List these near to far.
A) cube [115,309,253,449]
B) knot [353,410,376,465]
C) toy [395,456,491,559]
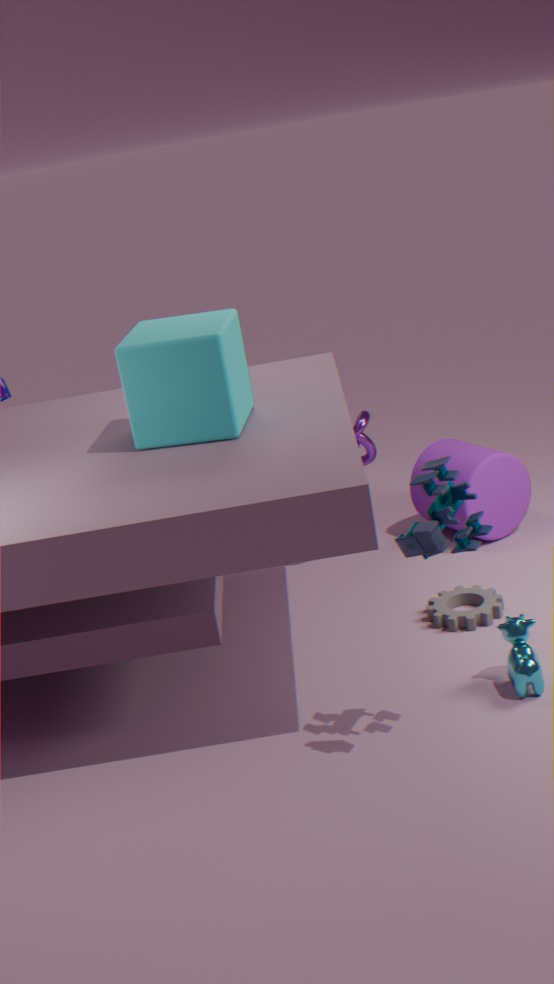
toy [395,456,491,559], cube [115,309,253,449], knot [353,410,376,465]
